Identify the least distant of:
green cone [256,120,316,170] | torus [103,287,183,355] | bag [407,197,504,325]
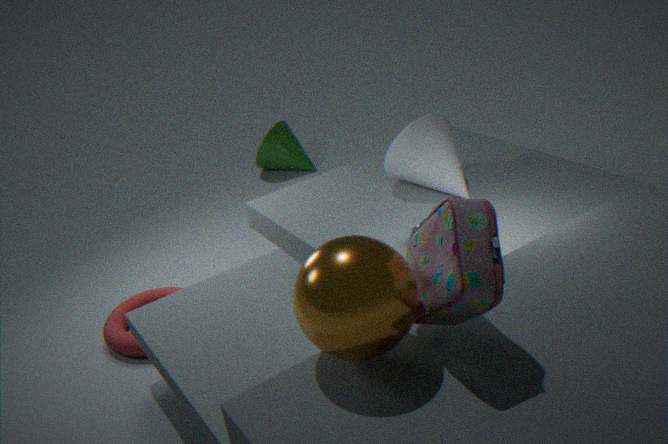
bag [407,197,504,325]
